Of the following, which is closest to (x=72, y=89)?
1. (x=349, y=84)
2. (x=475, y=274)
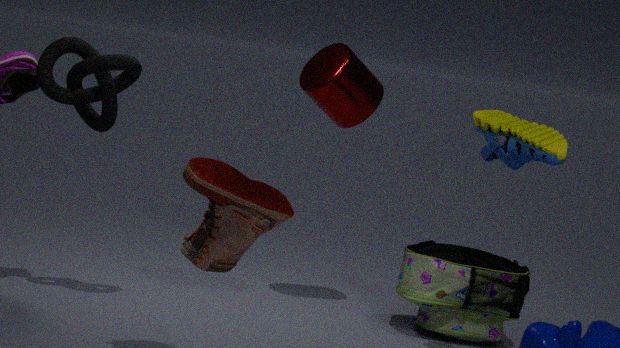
(x=349, y=84)
